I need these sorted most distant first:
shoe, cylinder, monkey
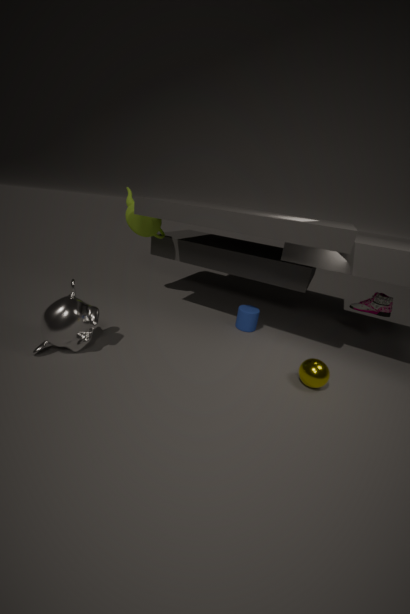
cylinder, shoe, monkey
